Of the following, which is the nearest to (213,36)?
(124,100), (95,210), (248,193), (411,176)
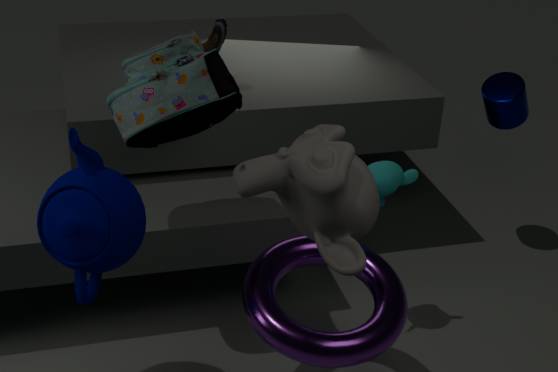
(124,100)
